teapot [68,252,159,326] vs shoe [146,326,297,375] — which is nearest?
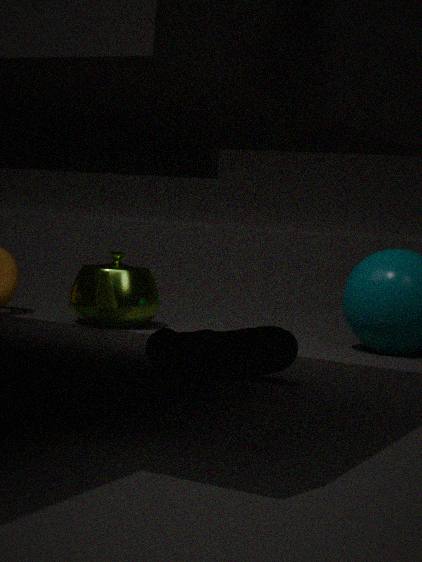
shoe [146,326,297,375]
